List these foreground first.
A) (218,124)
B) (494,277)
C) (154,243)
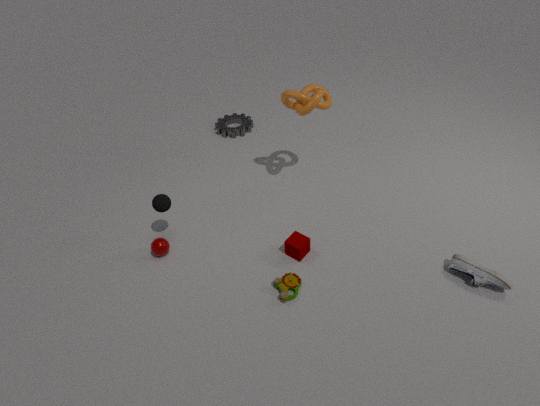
(494,277) → (154,243) → (218,124)
